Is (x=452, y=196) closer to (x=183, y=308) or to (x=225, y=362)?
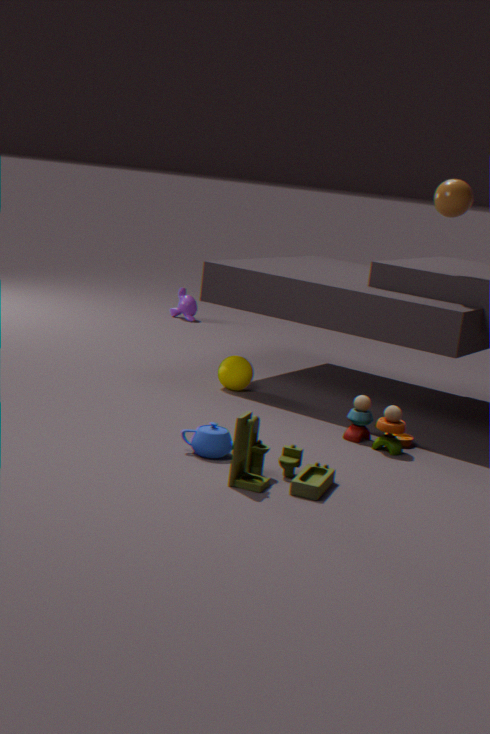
(x=225, y=362)
